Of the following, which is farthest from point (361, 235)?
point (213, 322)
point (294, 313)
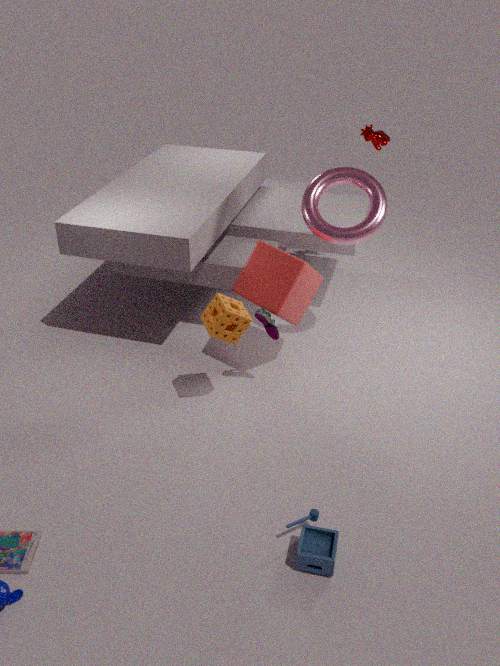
point (213, 322)
